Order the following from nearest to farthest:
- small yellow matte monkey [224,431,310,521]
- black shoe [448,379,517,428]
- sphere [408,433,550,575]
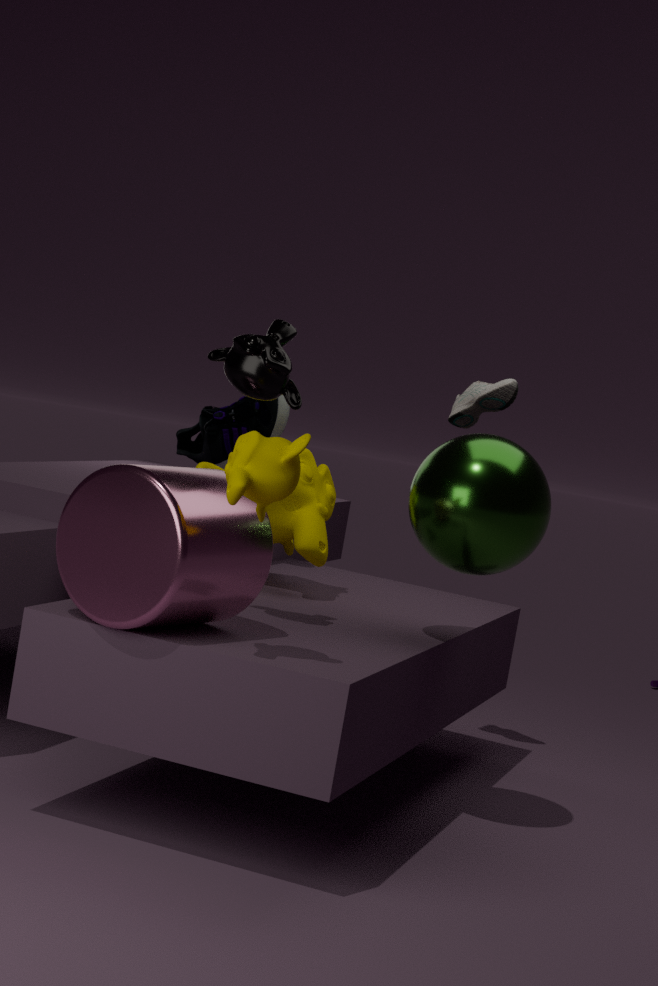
small yellow matte monkey [224,431,310,521]
sphere [408,433,550,575]
black shoe [448,379,517,428]
